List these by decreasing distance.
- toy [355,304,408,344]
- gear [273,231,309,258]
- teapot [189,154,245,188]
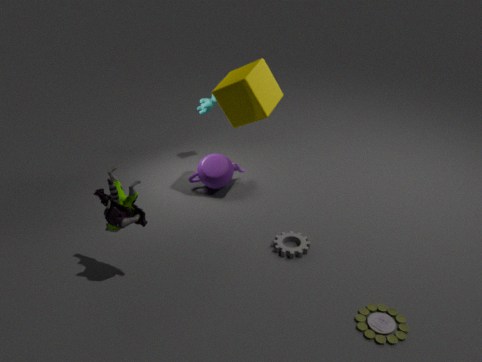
1. teapot [189,154,245,188]
2. gear [273,231,309,258]
3. toy [355,304,408,344]
